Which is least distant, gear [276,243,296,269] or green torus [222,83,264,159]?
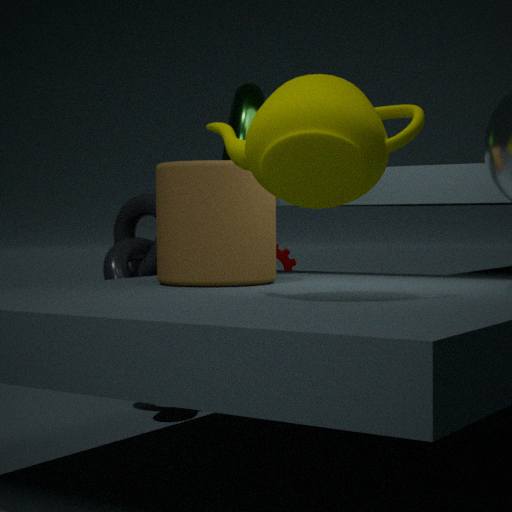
green torus [222,83,264,159]
